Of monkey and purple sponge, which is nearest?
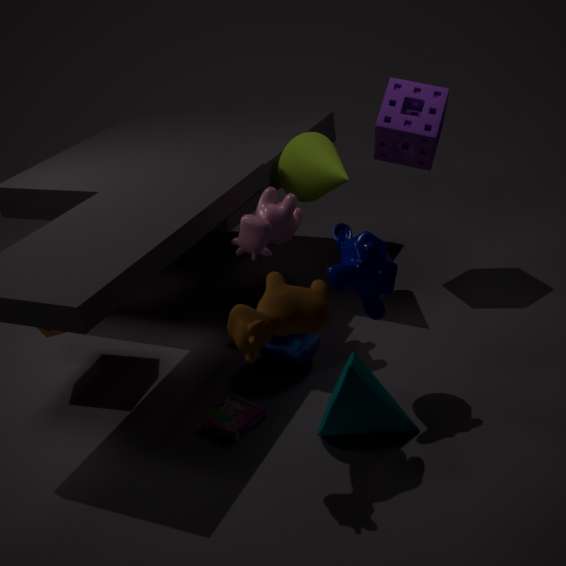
monkey
